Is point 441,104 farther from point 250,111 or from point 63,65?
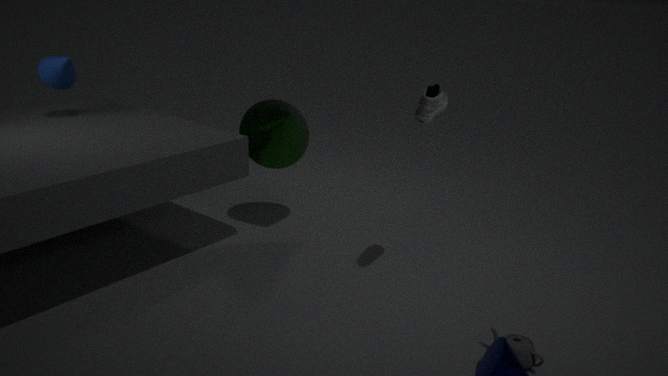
point 63,65
